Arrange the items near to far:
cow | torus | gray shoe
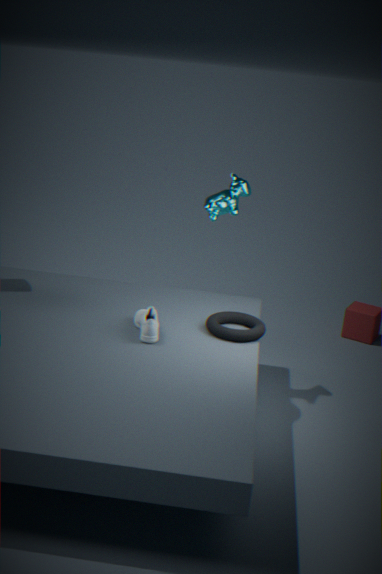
gray shoe < torus < cow
